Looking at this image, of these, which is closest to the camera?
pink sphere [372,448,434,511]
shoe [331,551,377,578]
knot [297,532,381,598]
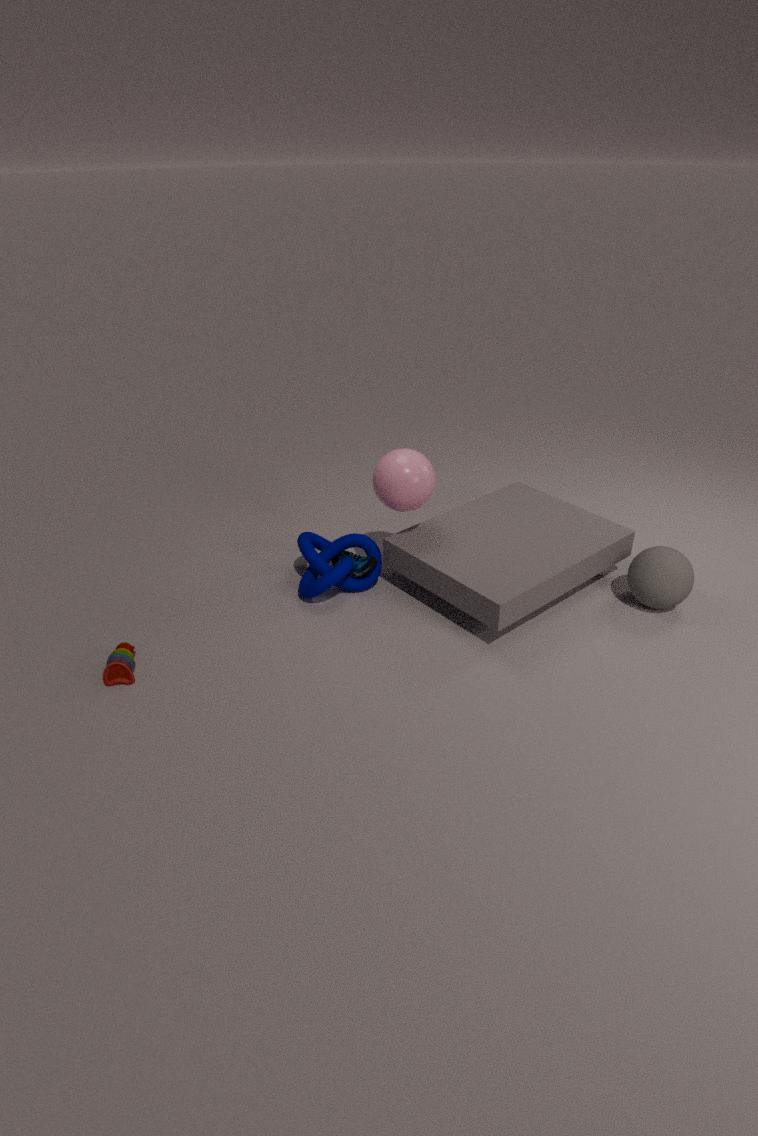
pink sphere [372,448,434,511]
